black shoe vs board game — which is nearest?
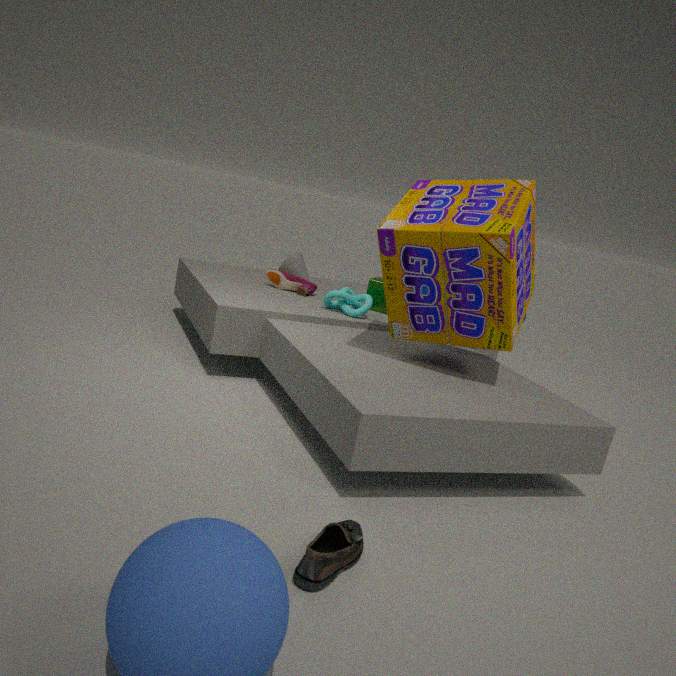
black shoe
